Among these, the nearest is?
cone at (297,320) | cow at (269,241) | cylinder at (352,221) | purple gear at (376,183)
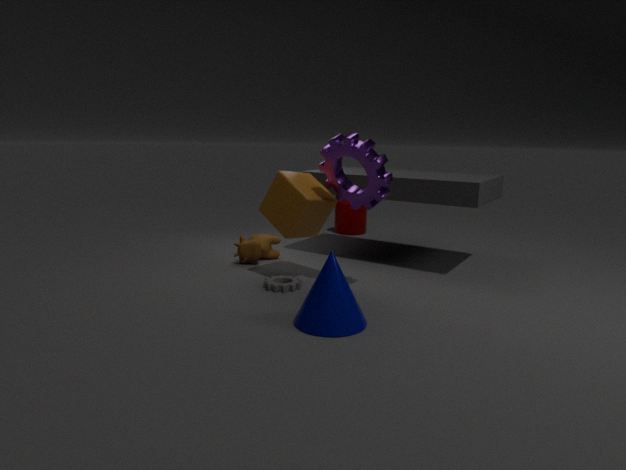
cone at (297,320)
